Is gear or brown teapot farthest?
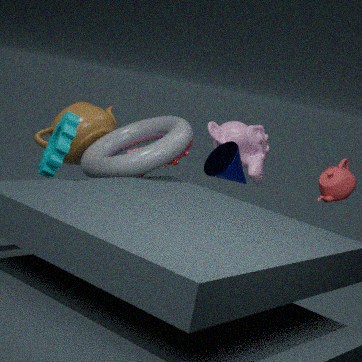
brown teapot
